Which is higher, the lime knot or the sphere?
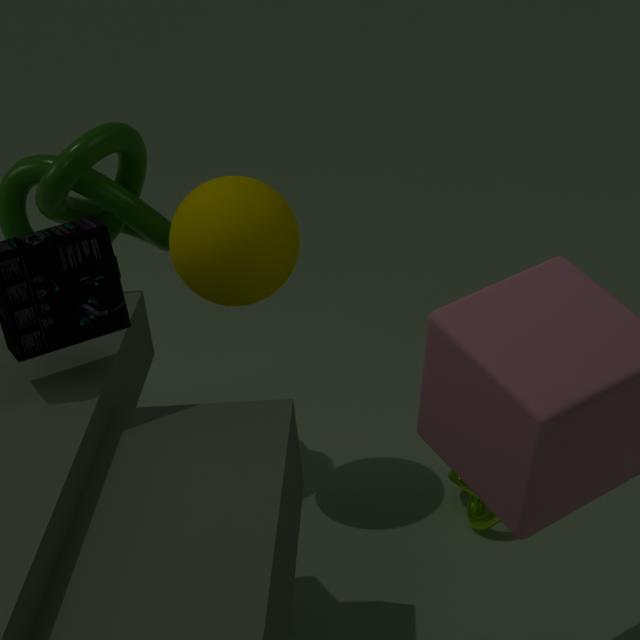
the sphere
